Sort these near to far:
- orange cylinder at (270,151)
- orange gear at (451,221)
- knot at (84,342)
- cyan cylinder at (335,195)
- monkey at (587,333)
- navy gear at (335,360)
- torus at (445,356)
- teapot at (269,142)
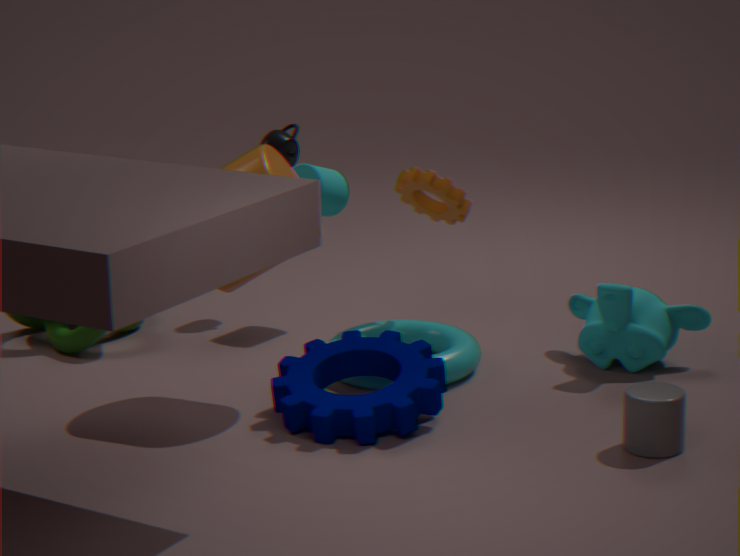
navy gear at (335,360)
orange cylinder at (270,151)
torus at (445,356)
monkey at (587,333)
orange gear at (451,221)
knot at (84,342)
cyan cylinder at (335,195)
teapot at (269,142)
